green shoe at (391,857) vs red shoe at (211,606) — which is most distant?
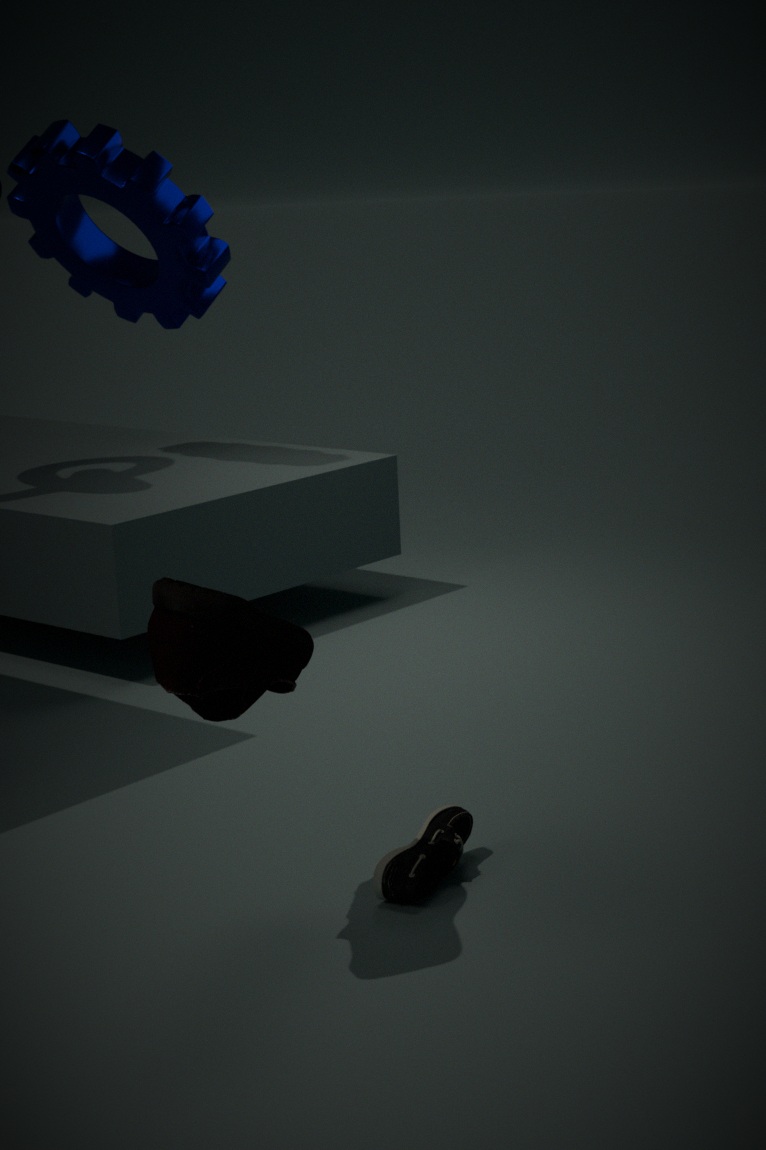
green shoe at (391,857)
